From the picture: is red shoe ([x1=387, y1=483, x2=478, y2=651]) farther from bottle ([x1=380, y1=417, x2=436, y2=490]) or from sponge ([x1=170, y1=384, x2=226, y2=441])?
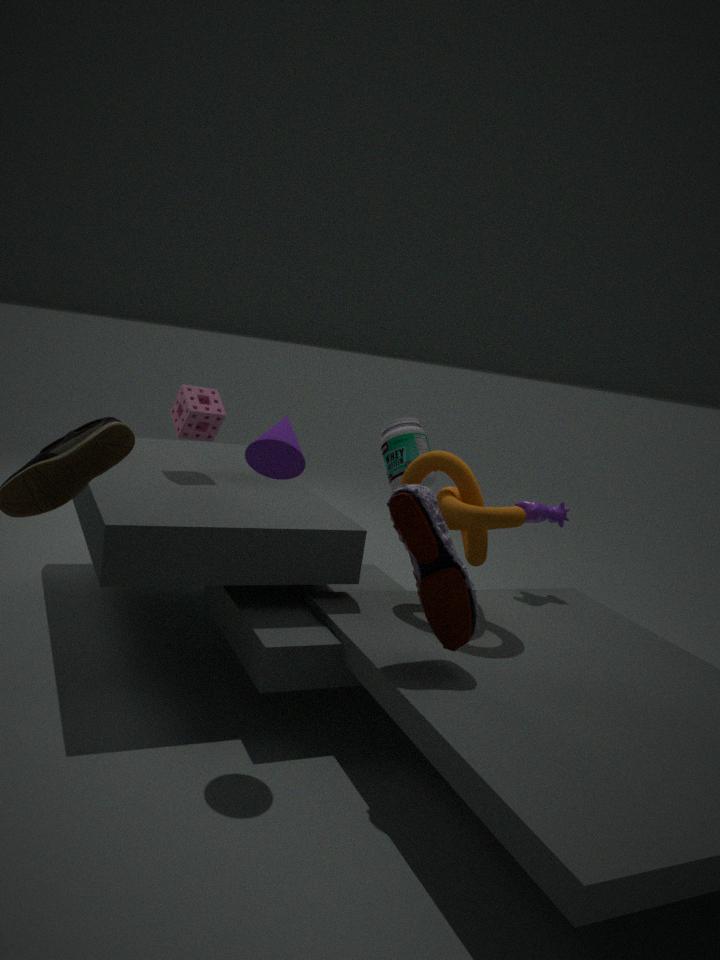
bottle ([x1=380, y1=417, x2=436, y2=490])
